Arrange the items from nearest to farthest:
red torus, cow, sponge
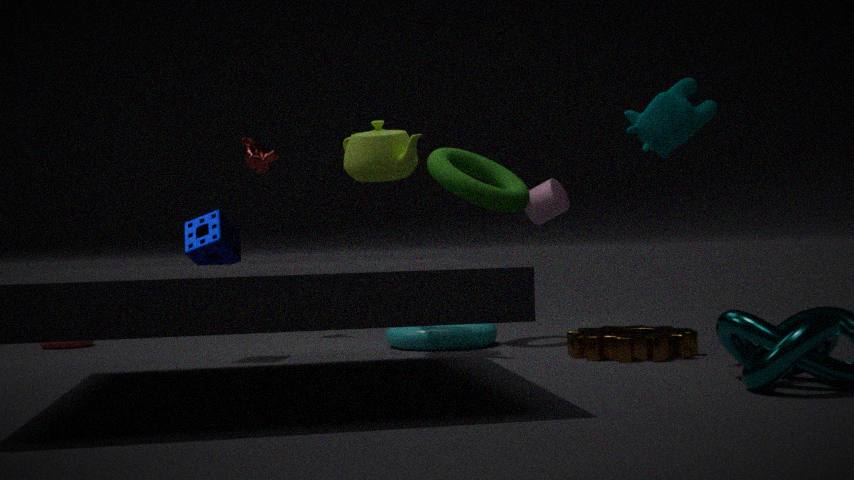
1. cow
2. sponge
3. red torus
